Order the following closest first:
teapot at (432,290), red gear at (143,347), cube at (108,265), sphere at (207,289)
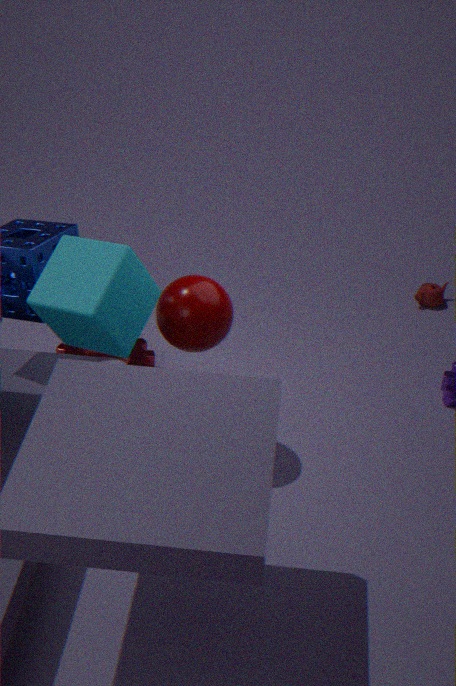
1. cube at (108,265)
2. sphere at (207,289)
3. red gear at (143,347)
4. teapot at (432,290)
